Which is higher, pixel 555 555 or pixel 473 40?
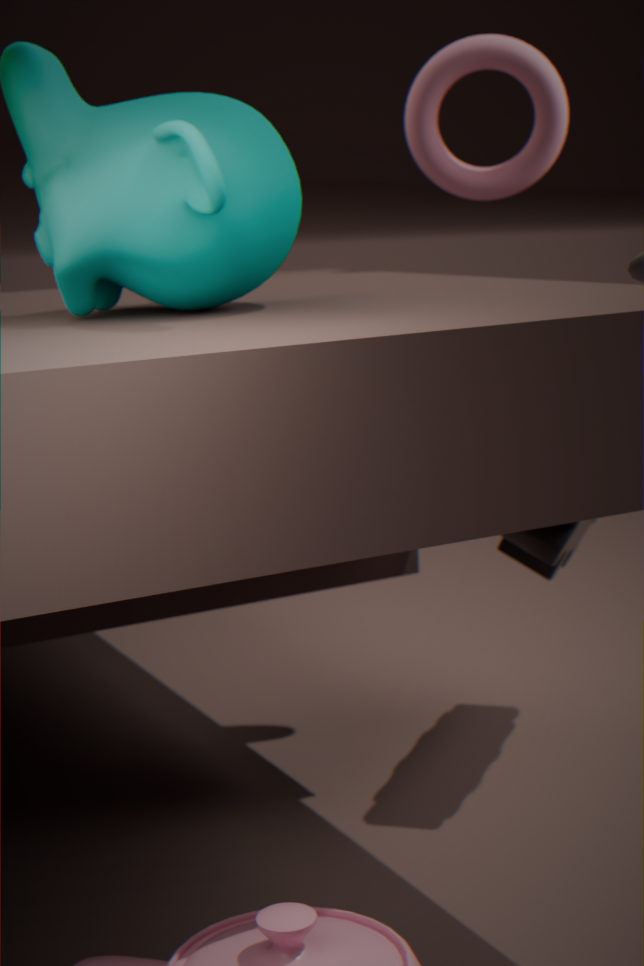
pixel 473 40
